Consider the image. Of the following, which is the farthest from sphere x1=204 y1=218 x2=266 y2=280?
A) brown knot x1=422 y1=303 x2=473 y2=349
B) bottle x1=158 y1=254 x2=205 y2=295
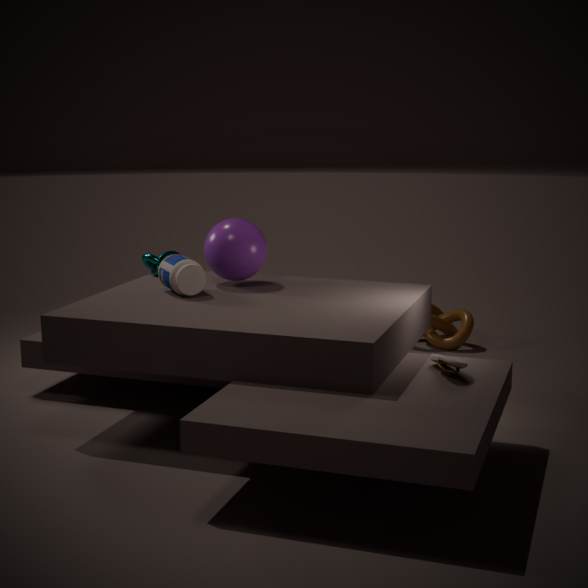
brown knot x1=422 y1=303 x2=473 y2=349
